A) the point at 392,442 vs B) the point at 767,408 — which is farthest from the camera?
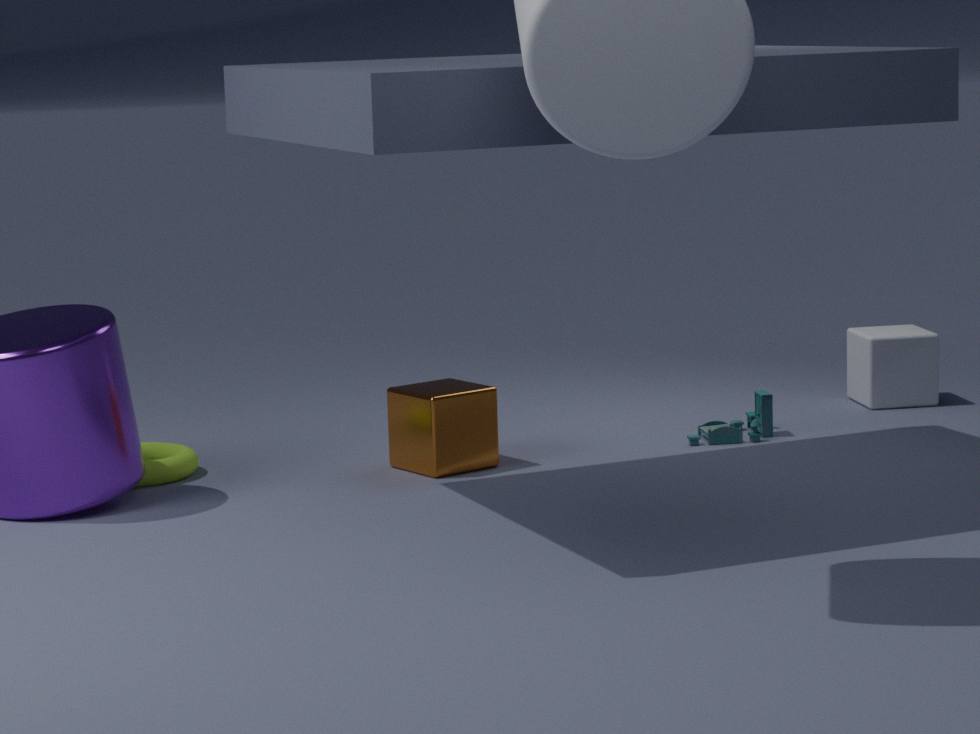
B. the point at 767,408
